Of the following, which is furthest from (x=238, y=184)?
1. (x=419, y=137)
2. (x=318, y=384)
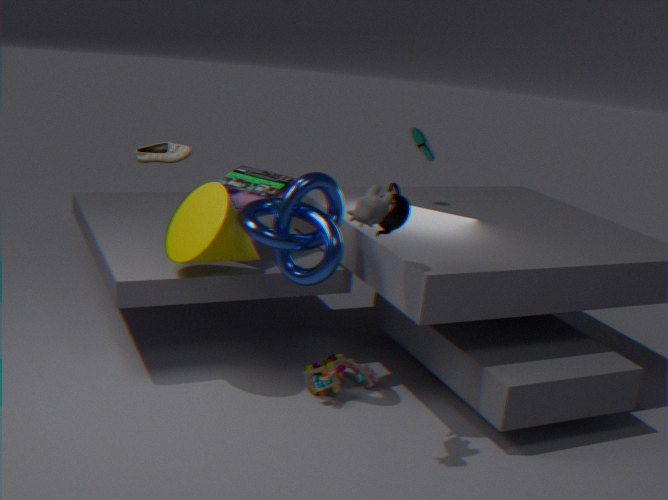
(x=419, y=137)
